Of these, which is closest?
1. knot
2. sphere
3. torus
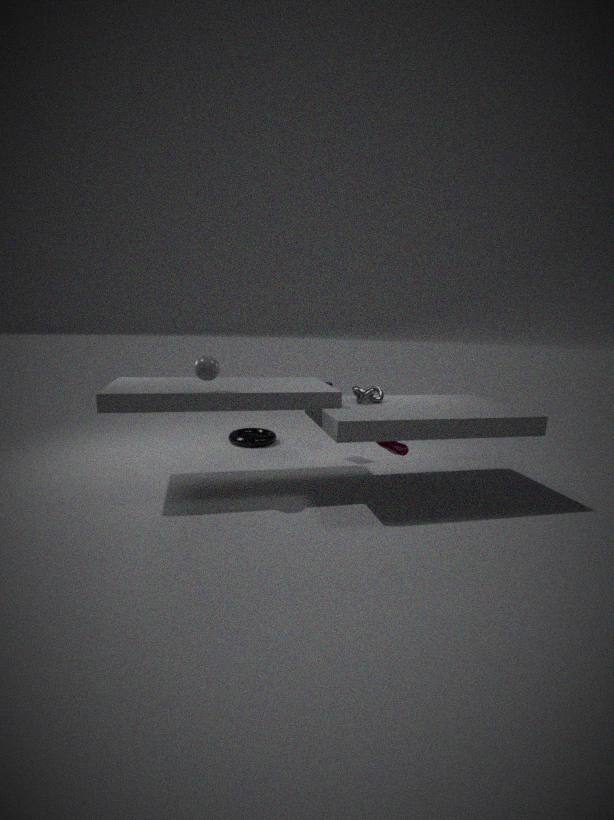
sphere
